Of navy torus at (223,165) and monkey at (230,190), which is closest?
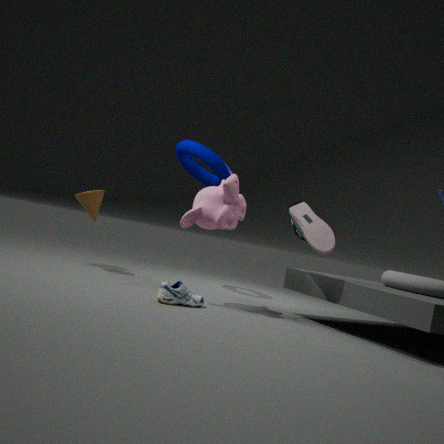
monkey at (230,190)
